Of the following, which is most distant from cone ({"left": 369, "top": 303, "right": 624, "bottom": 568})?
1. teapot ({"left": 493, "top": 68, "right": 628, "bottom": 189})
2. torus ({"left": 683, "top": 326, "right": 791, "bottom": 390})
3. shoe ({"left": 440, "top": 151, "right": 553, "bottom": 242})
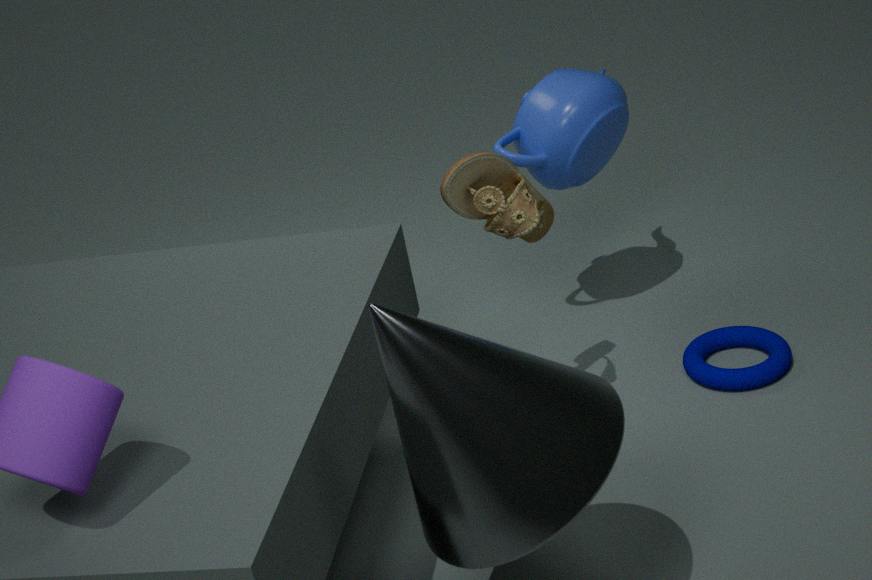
teapot ({"left": 493, "top": 68, "right": 628, "bottom": 189})
